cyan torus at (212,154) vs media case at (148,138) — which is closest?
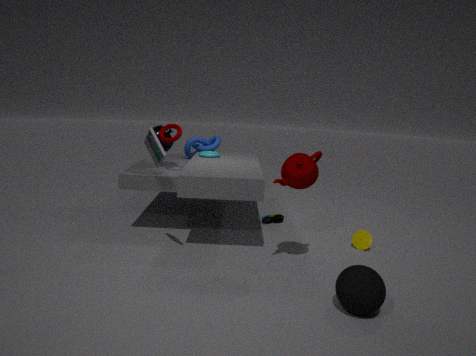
media case at (148,138)
